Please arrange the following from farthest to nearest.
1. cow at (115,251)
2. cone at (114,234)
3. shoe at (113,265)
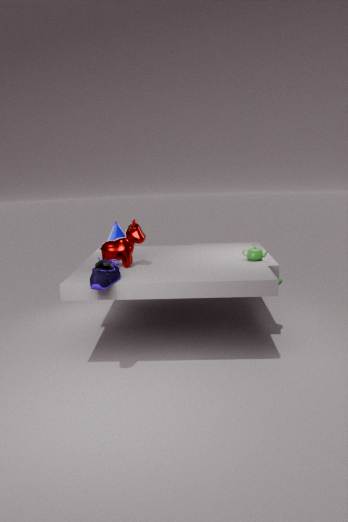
cone at (114,234), cow at (115,251), shoe at (113,265)
